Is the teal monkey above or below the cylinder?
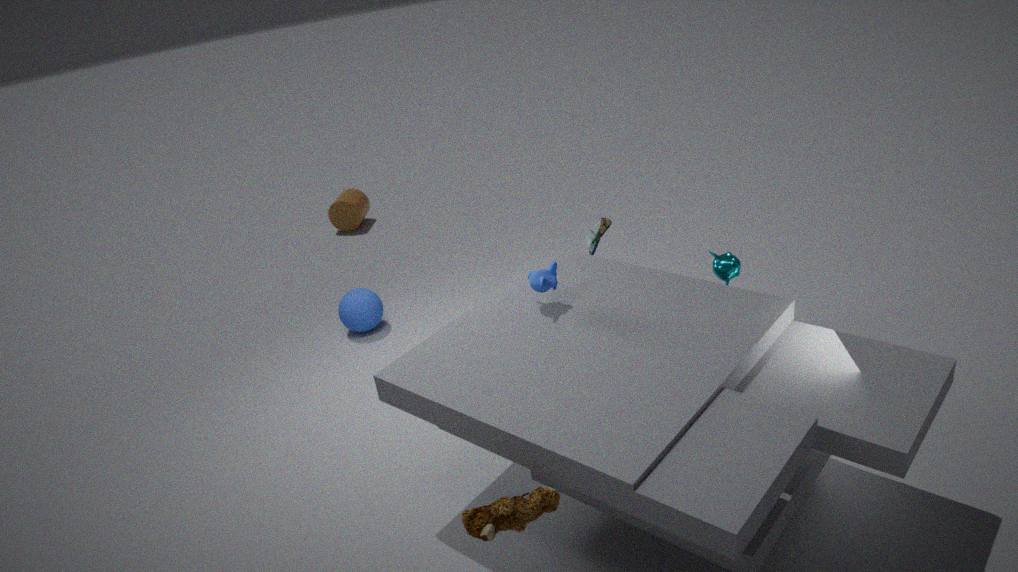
above
